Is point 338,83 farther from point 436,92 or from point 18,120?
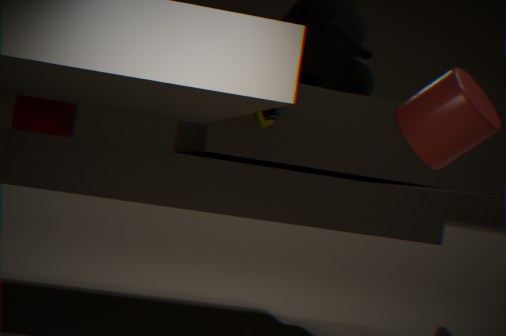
point 436,92
